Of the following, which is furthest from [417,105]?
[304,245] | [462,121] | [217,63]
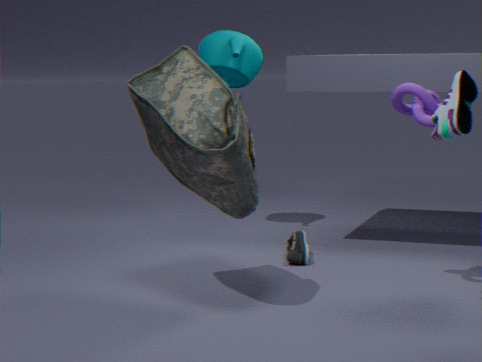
[217,63]
